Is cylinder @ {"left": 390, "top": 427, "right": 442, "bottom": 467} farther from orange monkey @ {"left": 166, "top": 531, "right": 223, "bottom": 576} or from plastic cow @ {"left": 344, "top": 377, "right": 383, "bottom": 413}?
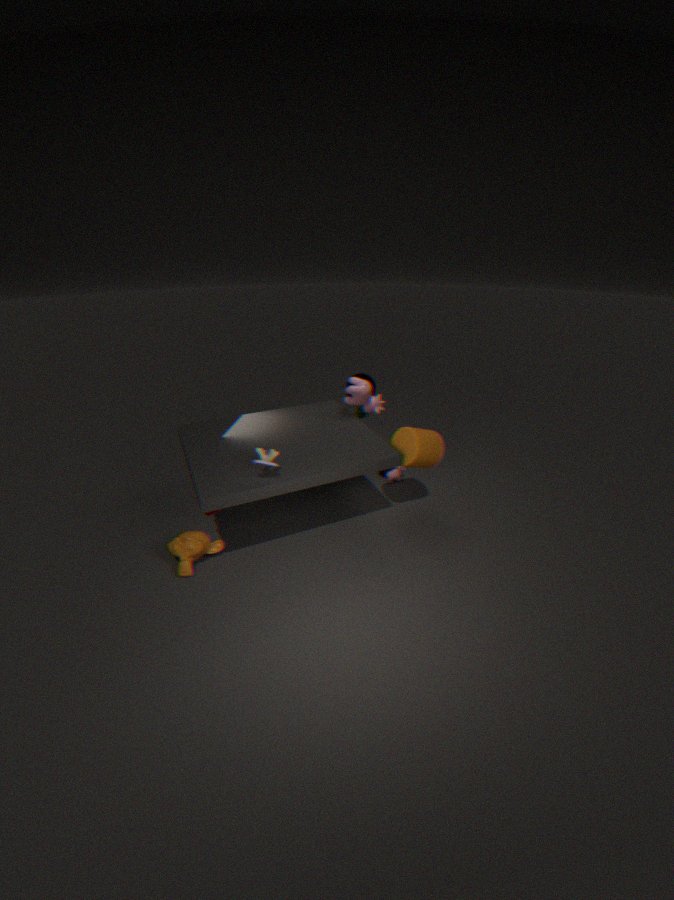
orange monkey @ {"left": 166, "top": 531, "right": 223, "bottom": 576}
